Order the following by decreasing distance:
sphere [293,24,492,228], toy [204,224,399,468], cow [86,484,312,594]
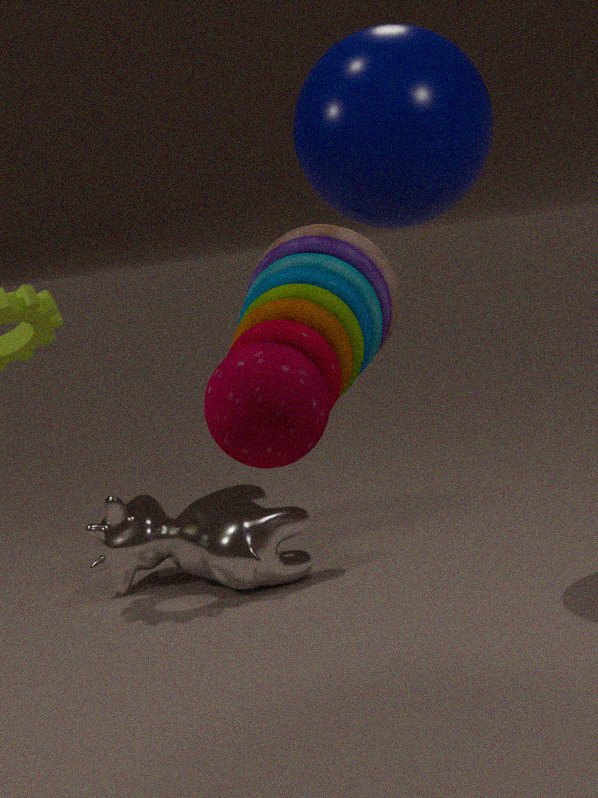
cow [86,484,312,594] → sphere [293,24,492,228] → toy [204,224,399,468]
